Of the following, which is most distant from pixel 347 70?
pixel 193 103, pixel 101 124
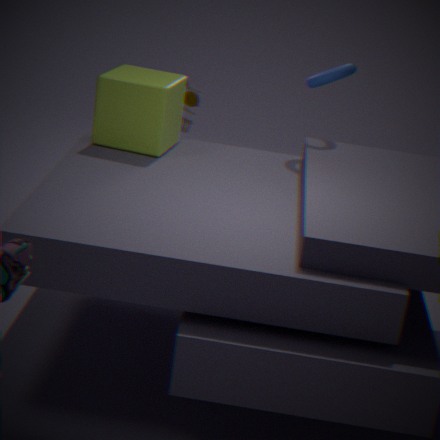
A: pixel 101 124
